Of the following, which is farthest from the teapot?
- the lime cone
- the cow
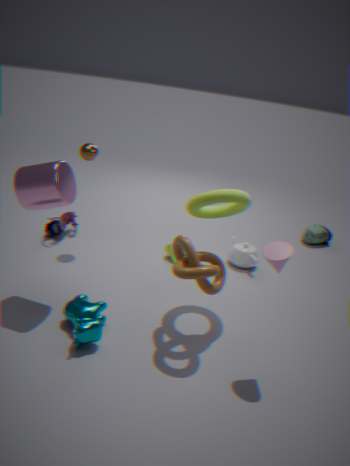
the cow
